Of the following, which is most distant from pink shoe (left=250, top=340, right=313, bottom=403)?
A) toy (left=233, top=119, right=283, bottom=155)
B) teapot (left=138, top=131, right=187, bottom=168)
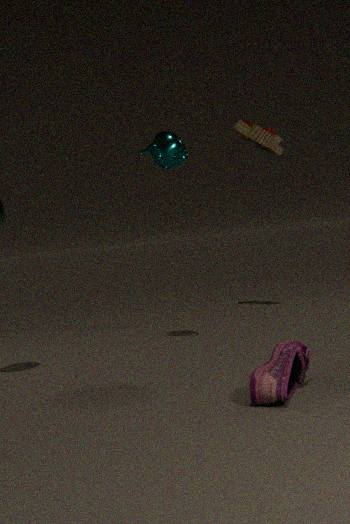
toy (left=233, top=119, right=283, bottom=155)
